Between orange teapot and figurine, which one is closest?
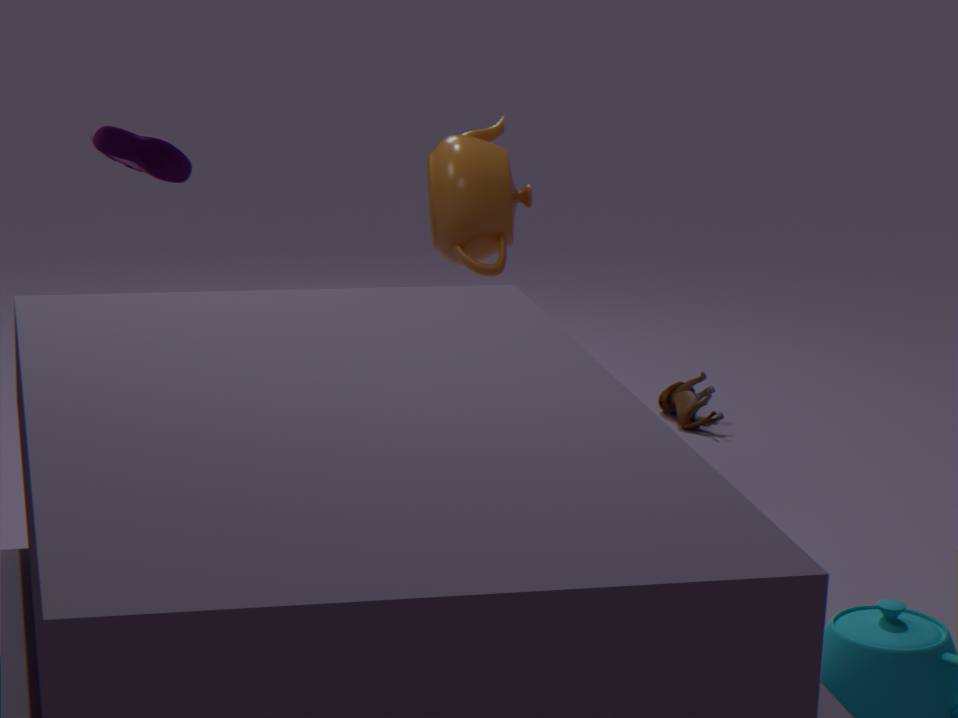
orange teapot
